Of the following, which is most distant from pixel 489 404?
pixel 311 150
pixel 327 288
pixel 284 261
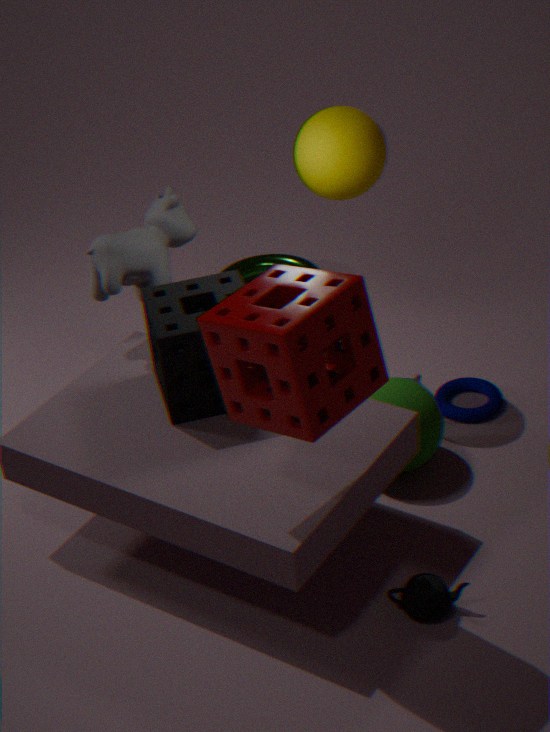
pixel 327 288
